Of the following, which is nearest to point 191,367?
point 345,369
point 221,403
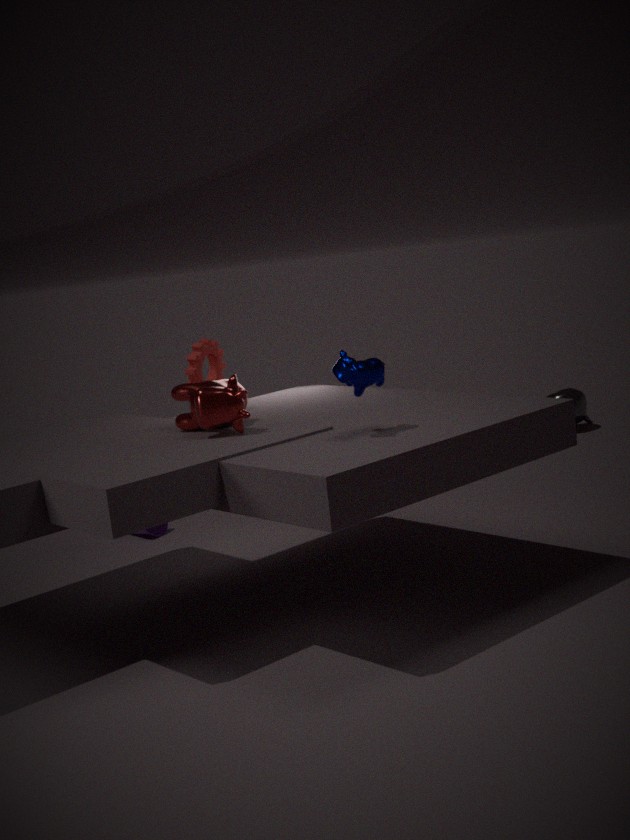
point 221,403
